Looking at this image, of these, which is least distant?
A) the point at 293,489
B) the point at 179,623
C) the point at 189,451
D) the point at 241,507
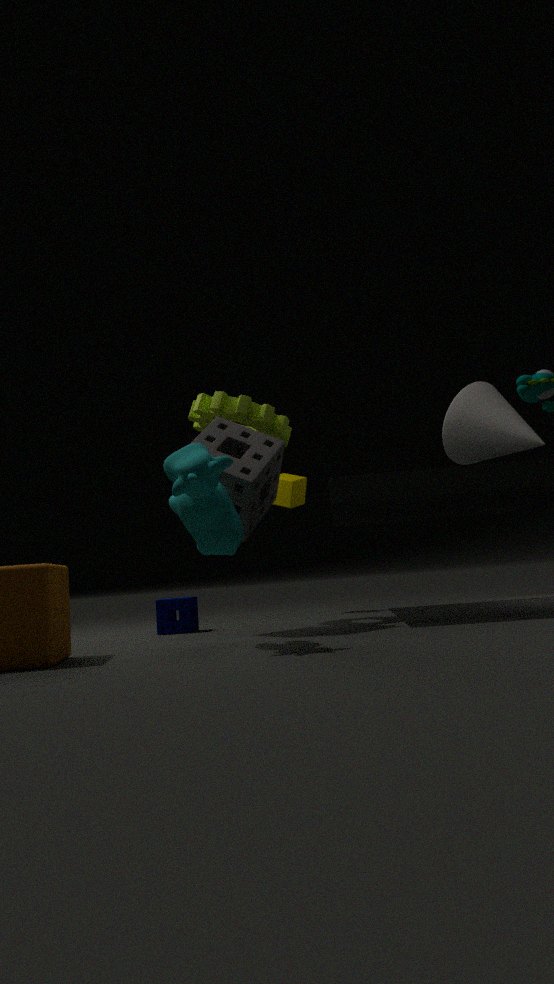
the point at 189,451
